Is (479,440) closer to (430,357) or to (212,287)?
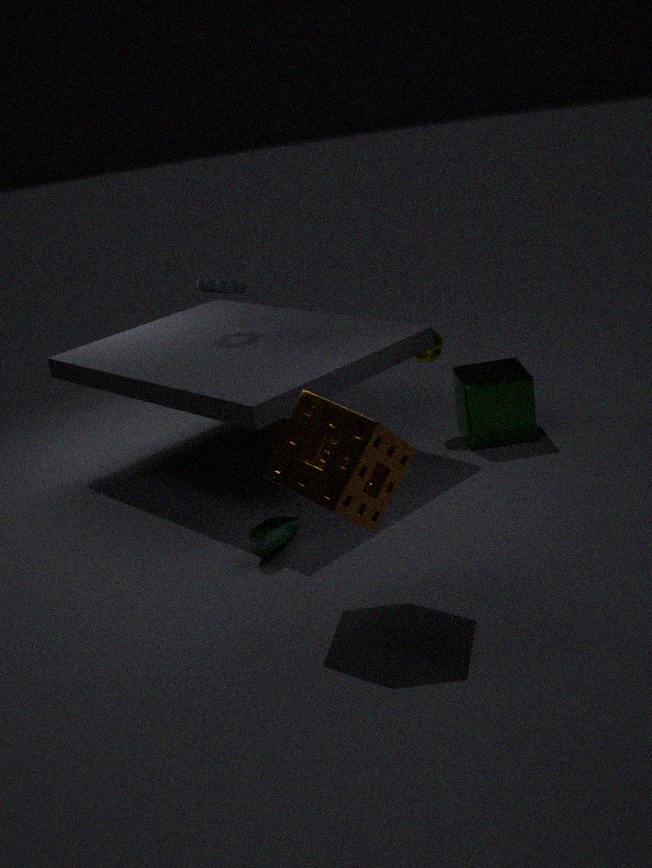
(430,357)
